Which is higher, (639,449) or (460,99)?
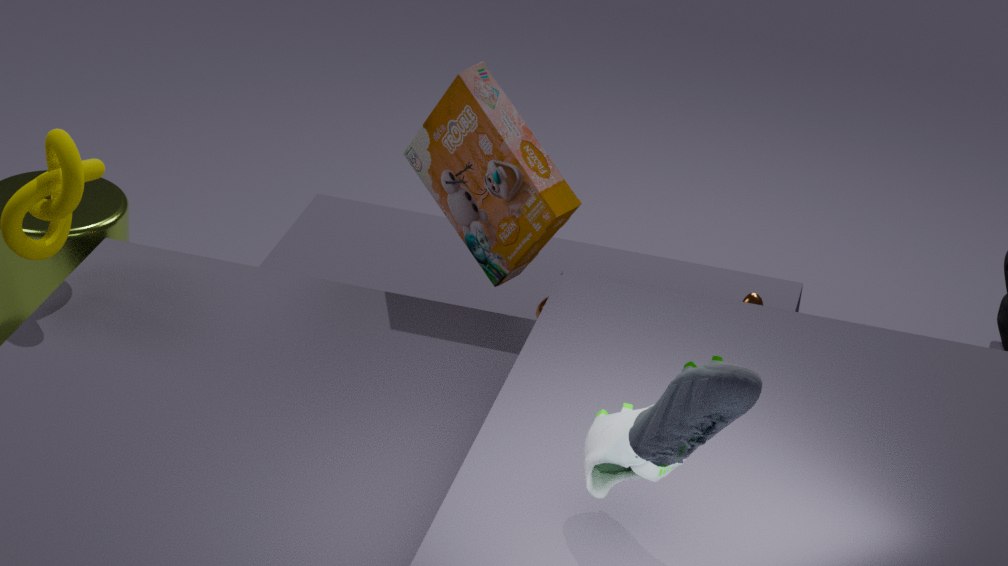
(639,449)
